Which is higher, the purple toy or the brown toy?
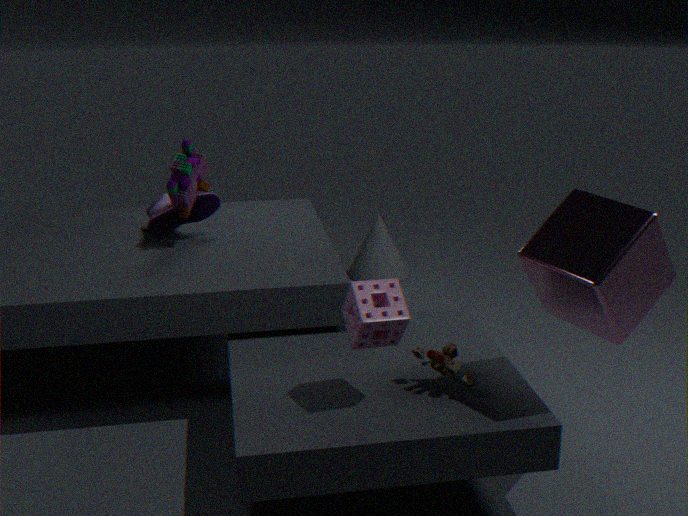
the purple toy
